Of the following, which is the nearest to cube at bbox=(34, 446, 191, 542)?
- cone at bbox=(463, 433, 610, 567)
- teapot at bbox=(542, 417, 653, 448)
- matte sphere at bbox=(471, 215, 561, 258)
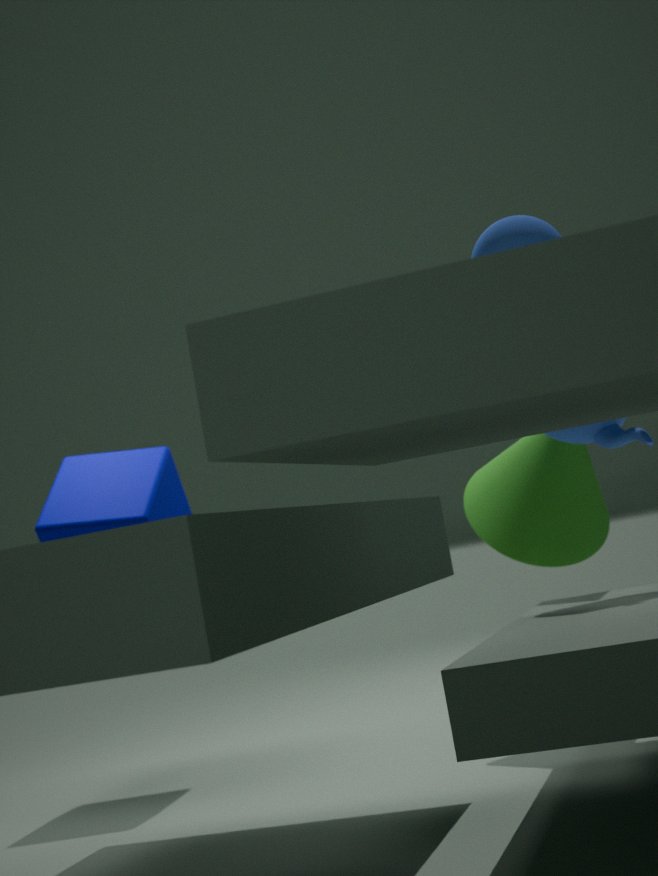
cone at bbox=(463, 433, 610, 567)
